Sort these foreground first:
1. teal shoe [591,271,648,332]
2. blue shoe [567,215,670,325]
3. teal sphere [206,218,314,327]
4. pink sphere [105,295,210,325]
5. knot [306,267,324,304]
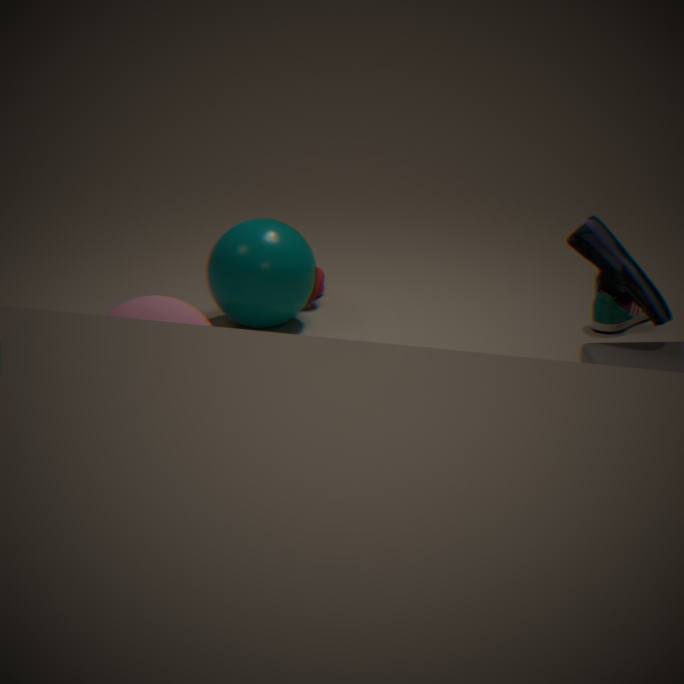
blue shoe [567,215,670,325] < pink sphere [105,295,210,325] < teal sphere [206,218,314,327] < teal shoe [591,271,648,332] < knot [306,267,324,304]
